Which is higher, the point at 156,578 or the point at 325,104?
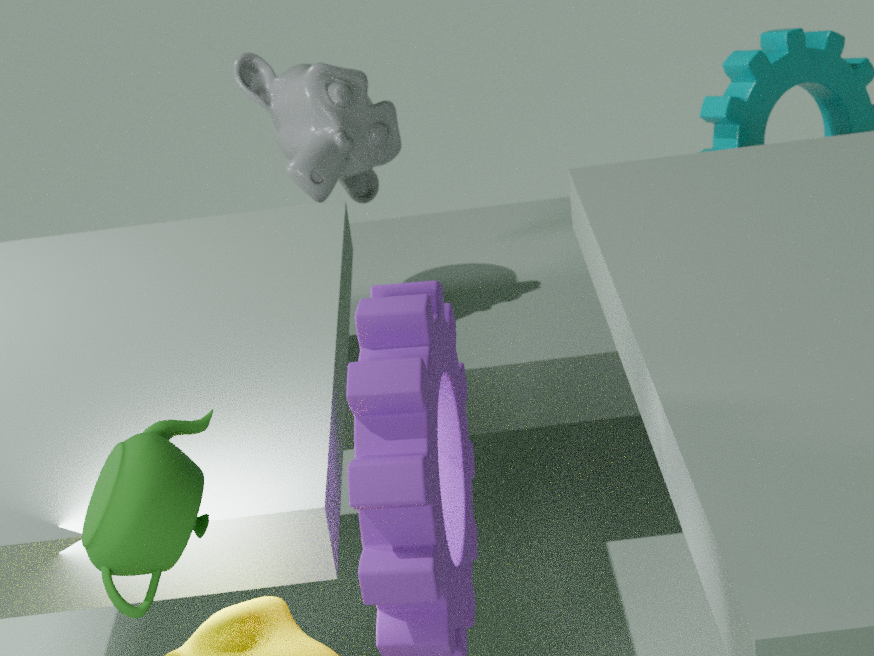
the point at 156,578
